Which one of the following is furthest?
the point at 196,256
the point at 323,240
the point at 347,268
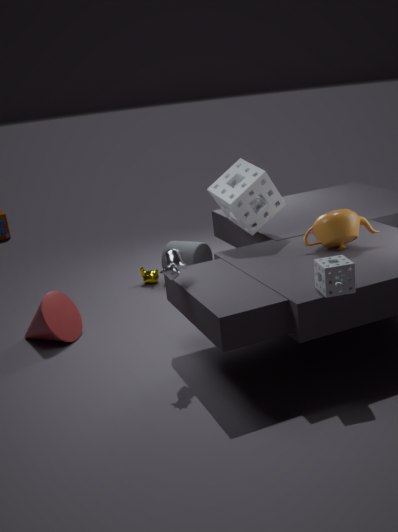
the point at 196,256
